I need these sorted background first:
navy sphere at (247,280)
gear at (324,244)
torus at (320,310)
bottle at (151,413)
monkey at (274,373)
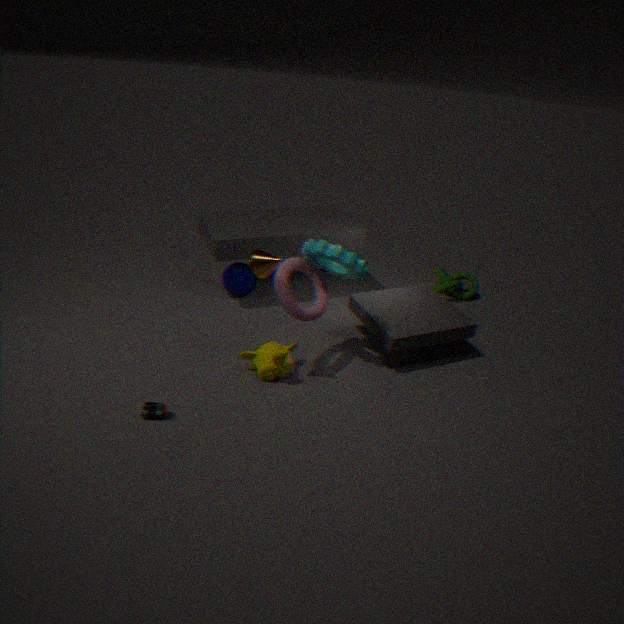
navy sphere at (247,280)
monkey at (274,373)
torus at (320,310)
gear at (324,244)
bottle at (151,413)
